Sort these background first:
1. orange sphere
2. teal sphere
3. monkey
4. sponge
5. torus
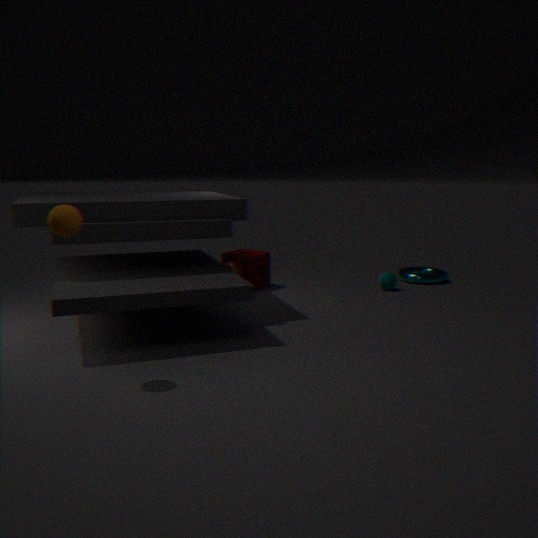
torus
teal sphere
sponge
monkey
orange sphere
